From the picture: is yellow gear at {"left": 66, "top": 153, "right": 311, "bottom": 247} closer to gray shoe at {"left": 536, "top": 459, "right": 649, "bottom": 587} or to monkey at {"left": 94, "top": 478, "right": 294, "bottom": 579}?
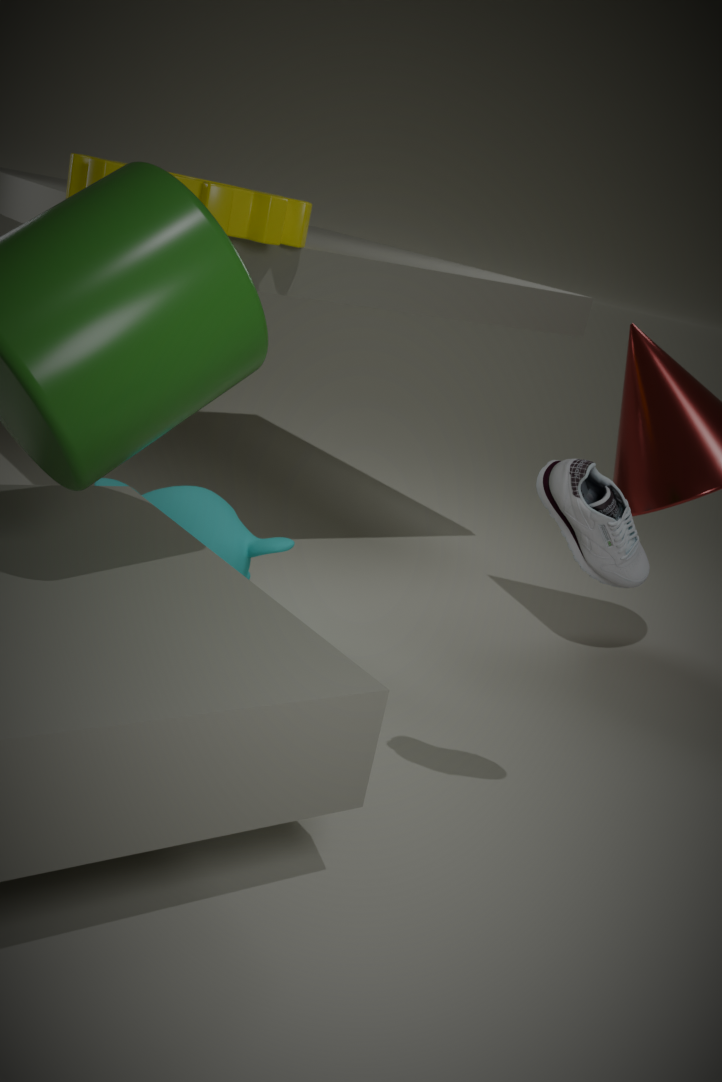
monkey at {"left": 94, "top": 478, "right": 294, "bottom": 579}
